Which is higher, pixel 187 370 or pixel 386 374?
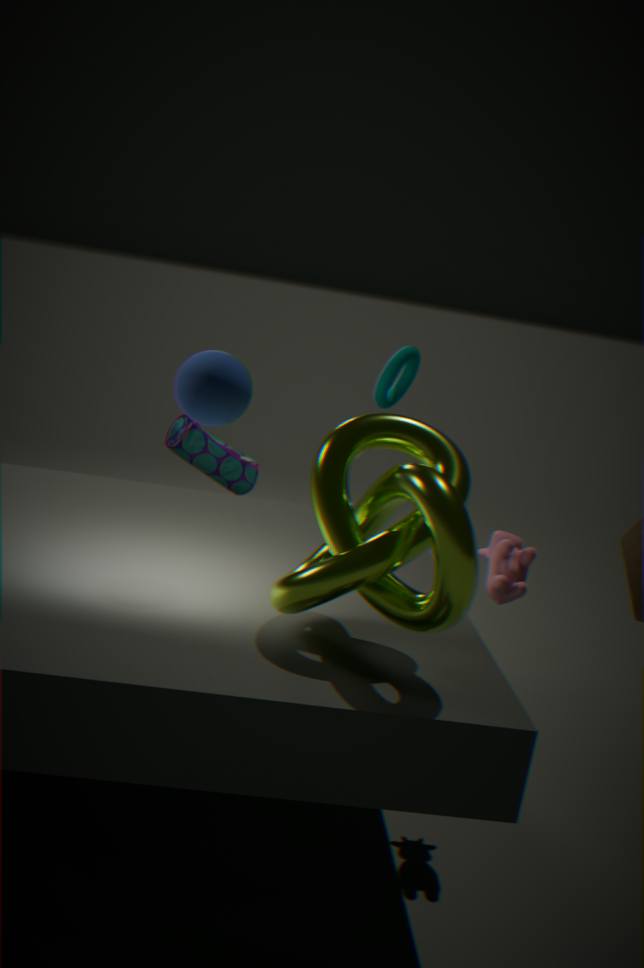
pixel 187 370
